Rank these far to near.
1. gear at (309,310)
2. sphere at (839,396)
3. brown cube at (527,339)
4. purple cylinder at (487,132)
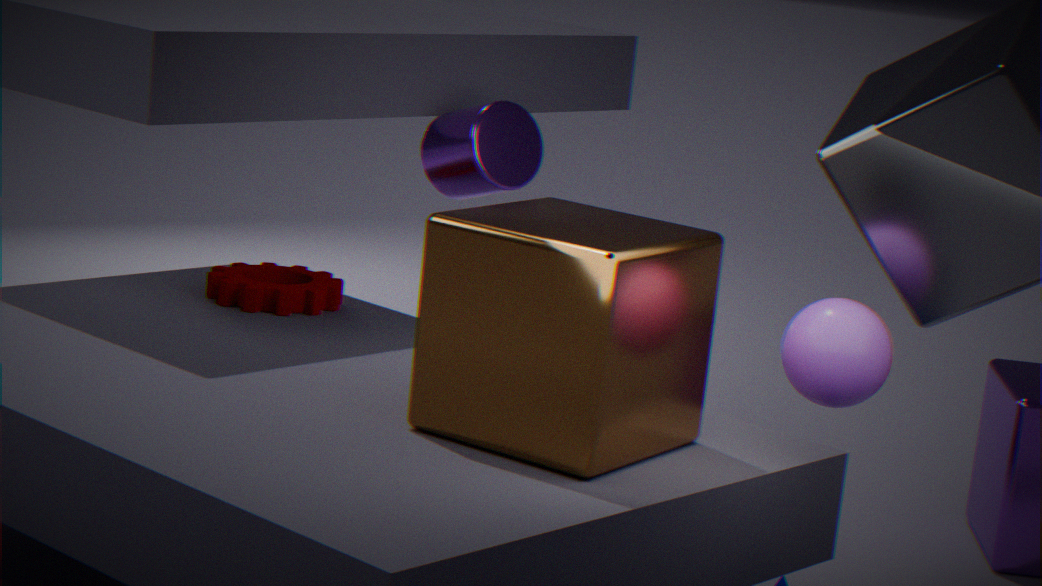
gear at (309,310), purple cylinder at (487,132), sphere at (839,396), brown cube at (527,339)
